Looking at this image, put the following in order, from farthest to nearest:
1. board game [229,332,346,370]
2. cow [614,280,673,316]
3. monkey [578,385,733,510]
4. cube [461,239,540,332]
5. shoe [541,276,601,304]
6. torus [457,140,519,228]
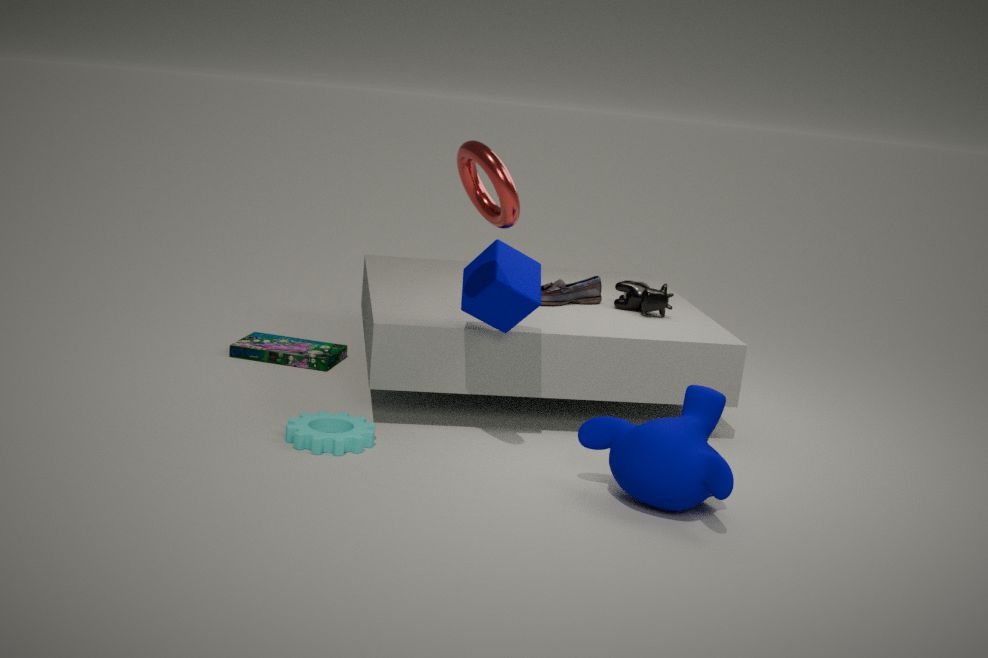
1. board game [229,332,346,370]
2. shoe [541,276,601,304]
3. cow [614,280,673,316]
4. cube [461,239,540,332]
5. monkey [578,385,733,510]
6. torus [457,140,519,228]
